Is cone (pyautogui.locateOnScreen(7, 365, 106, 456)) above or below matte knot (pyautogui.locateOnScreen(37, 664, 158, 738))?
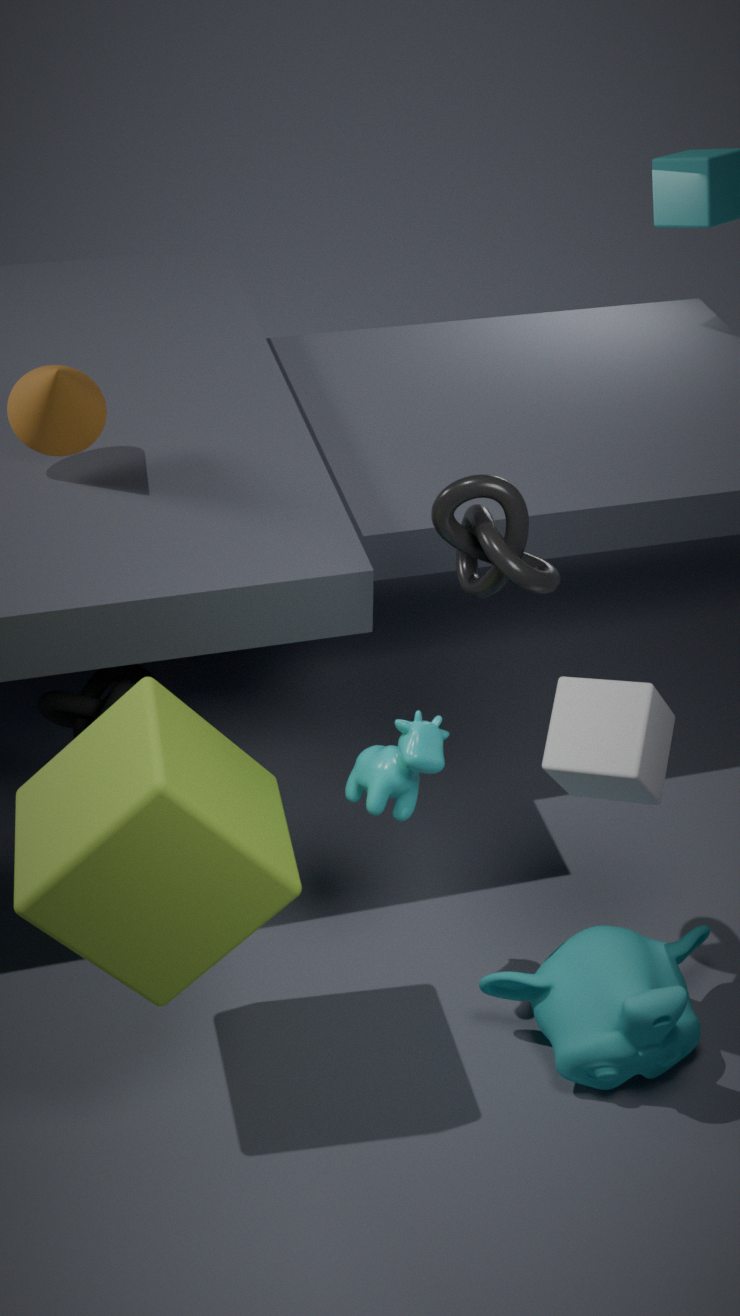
above
